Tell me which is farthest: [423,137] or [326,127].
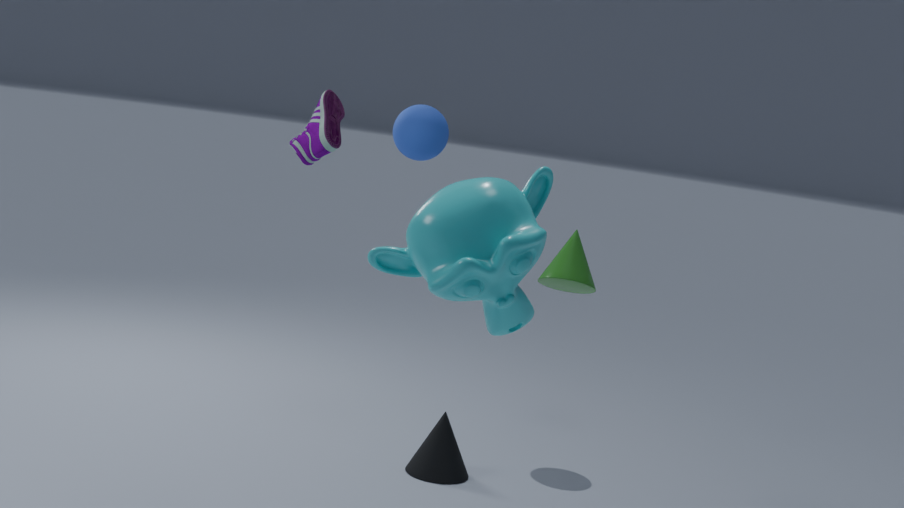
[423,137]
